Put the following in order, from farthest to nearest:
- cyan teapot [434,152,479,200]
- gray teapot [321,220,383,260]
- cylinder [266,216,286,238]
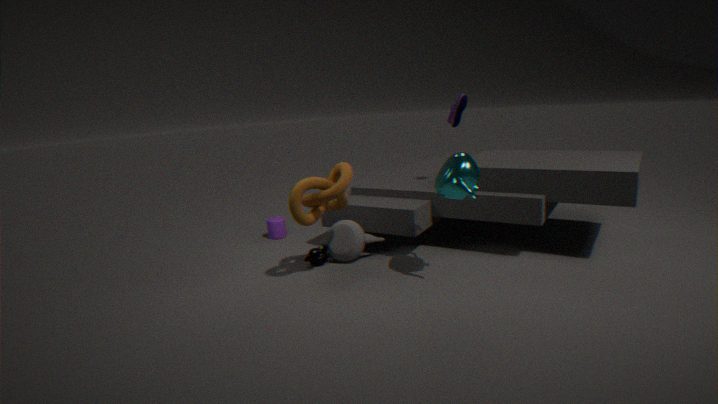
1. cylinder [266,216,286,238]
2. gray teapot [321,220,383,260]
3. cyan teapot [434,152,479,200]
